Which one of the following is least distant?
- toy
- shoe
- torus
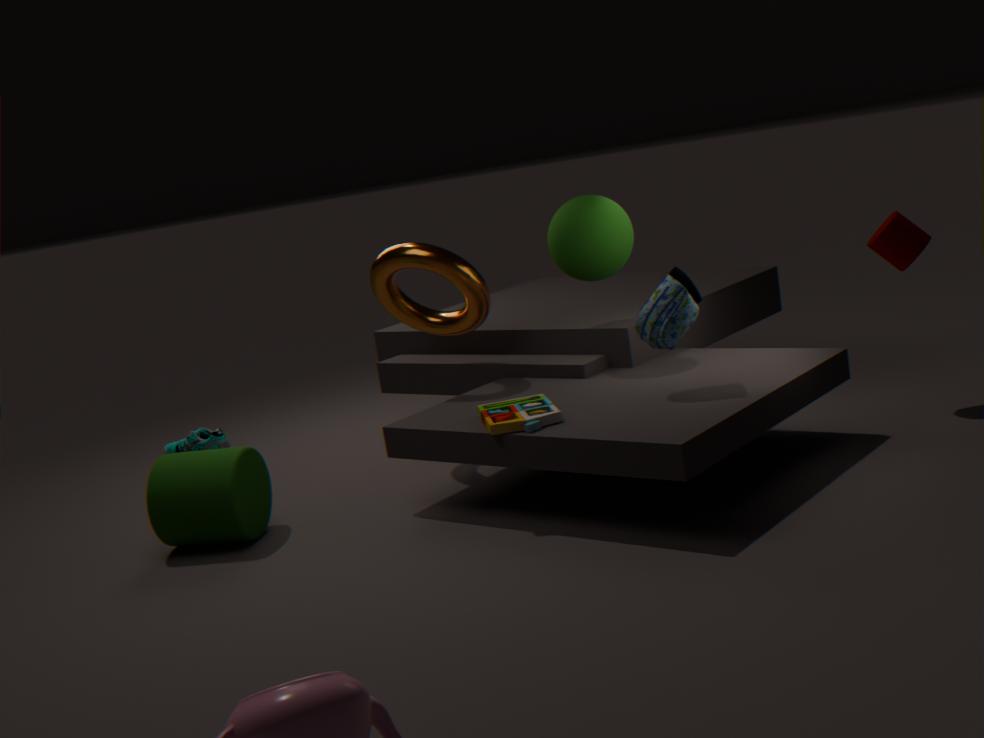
toy
